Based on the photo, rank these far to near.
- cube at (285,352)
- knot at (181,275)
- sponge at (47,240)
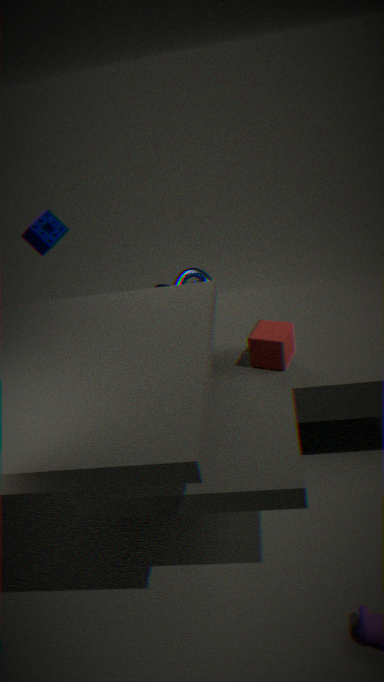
1. knot at (181,275)
2. sponge at (47,240)
3. cube at (285,352)
